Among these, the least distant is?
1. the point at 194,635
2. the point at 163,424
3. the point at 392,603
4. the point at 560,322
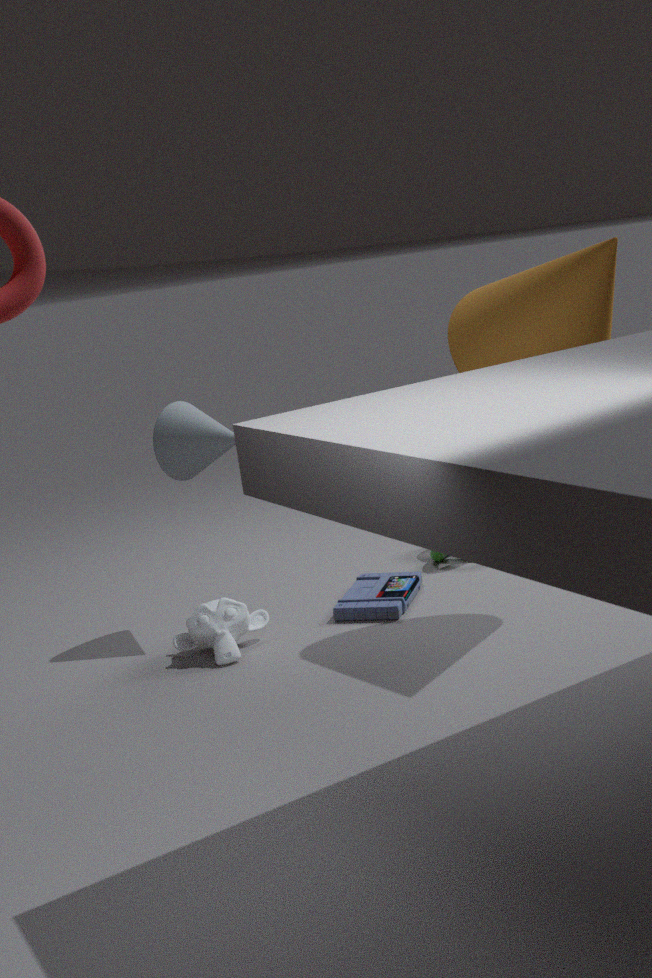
the point at 560,322
